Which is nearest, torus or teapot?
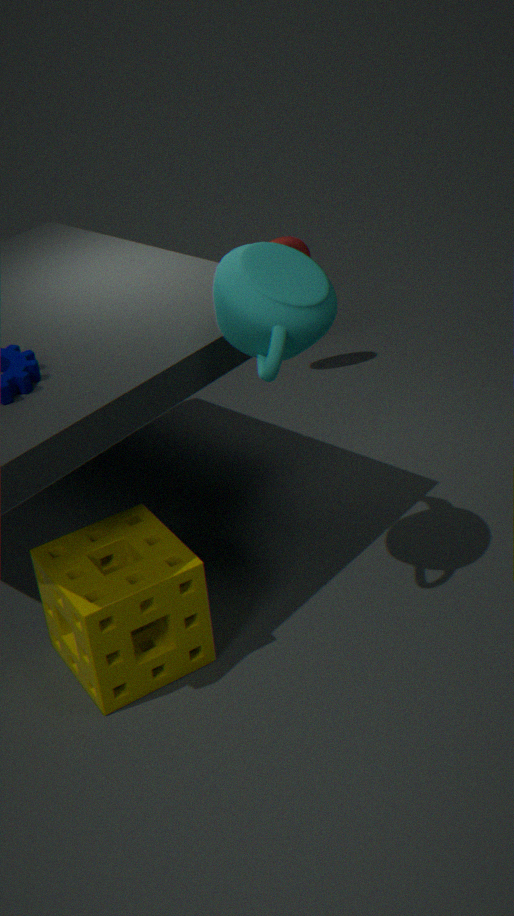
teapot
